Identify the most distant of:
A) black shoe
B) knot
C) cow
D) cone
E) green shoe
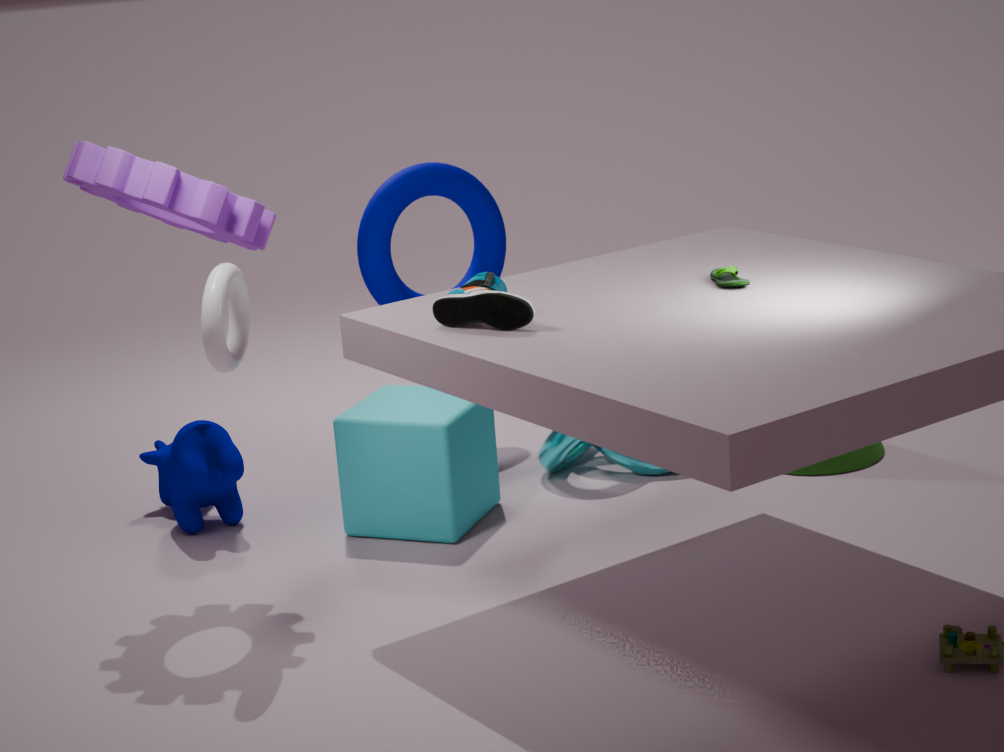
knot
